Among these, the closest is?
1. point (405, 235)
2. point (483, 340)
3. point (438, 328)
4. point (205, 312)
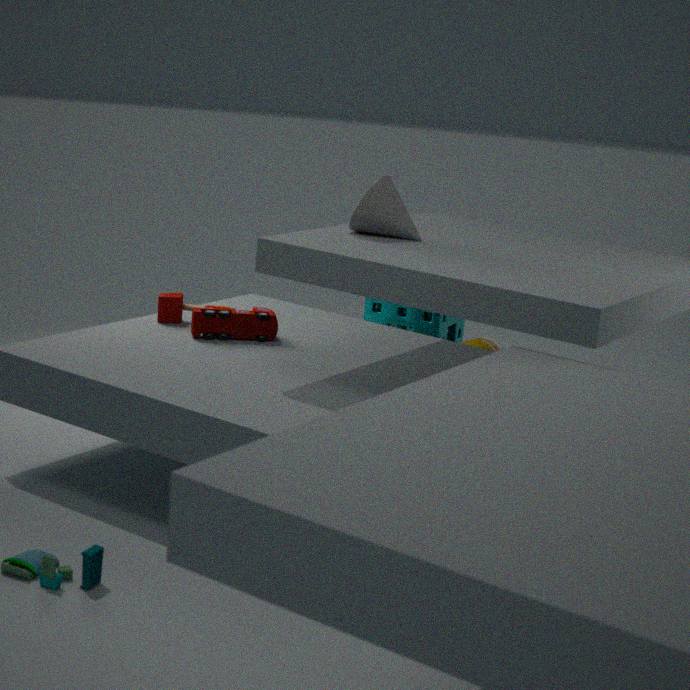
point (405, 235)
